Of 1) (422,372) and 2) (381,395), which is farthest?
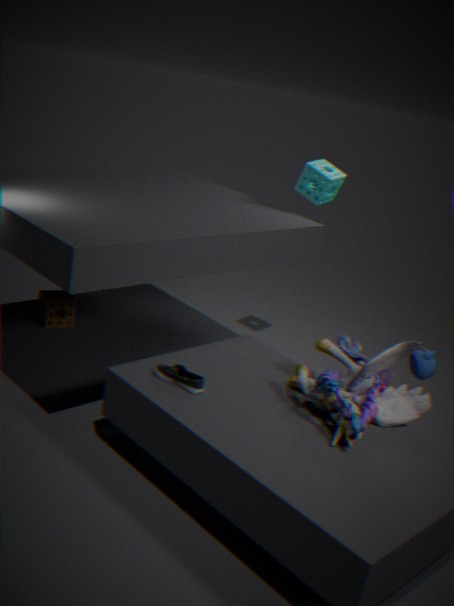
1. (422,372)
